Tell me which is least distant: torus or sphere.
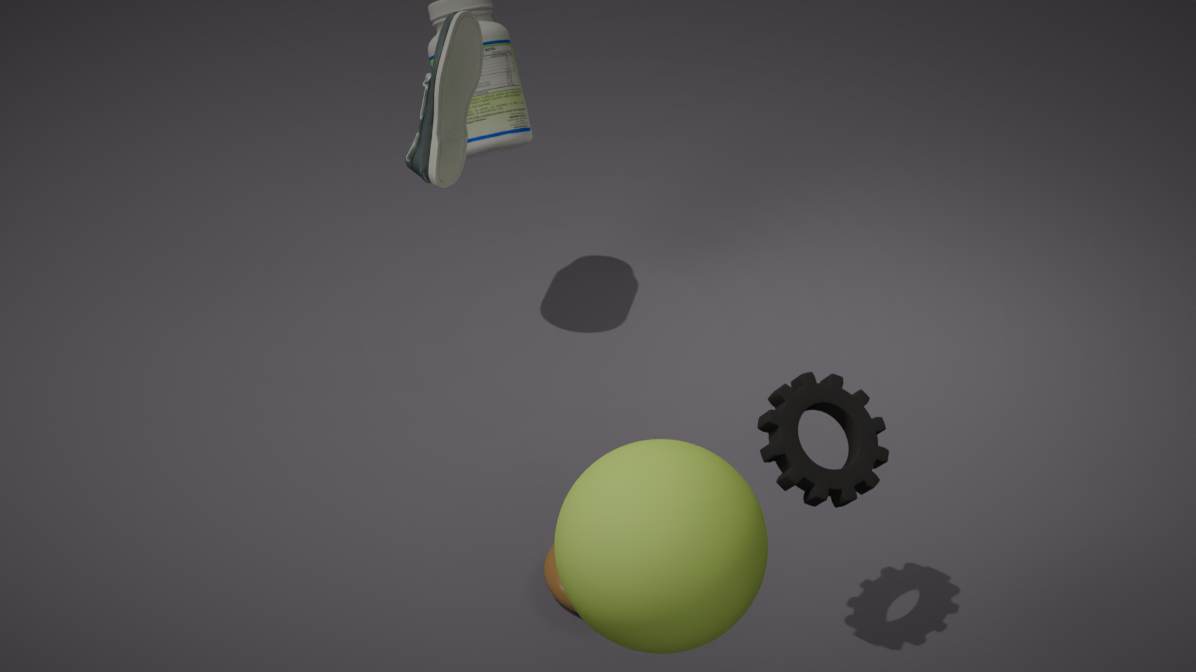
sphere
